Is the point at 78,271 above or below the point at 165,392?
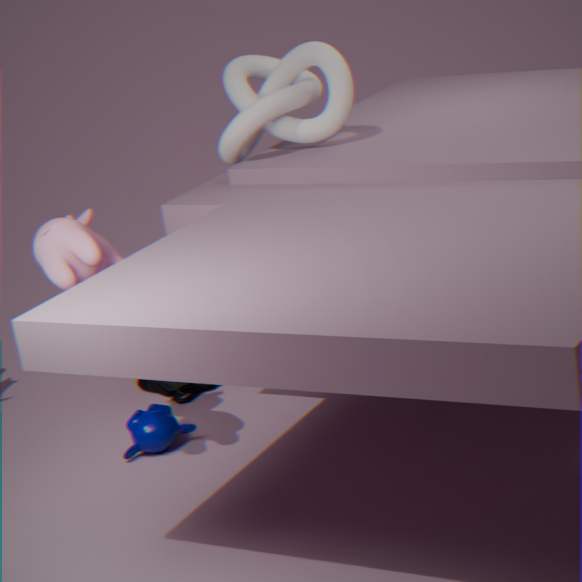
above
